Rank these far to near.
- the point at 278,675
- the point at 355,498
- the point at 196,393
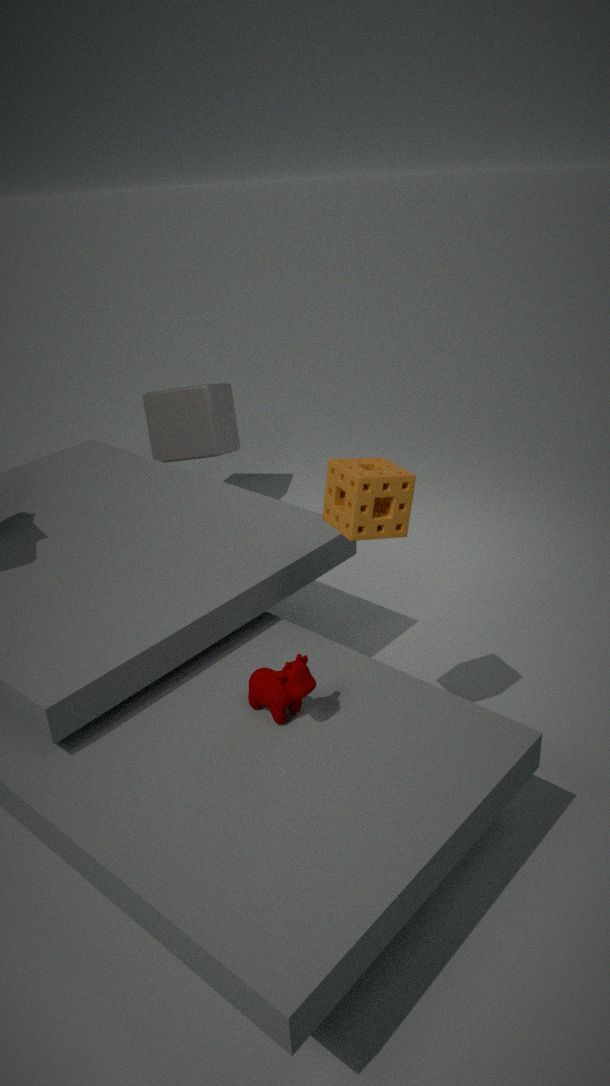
the point at 196,393 → the point at 278,675 → the point at 355,498
